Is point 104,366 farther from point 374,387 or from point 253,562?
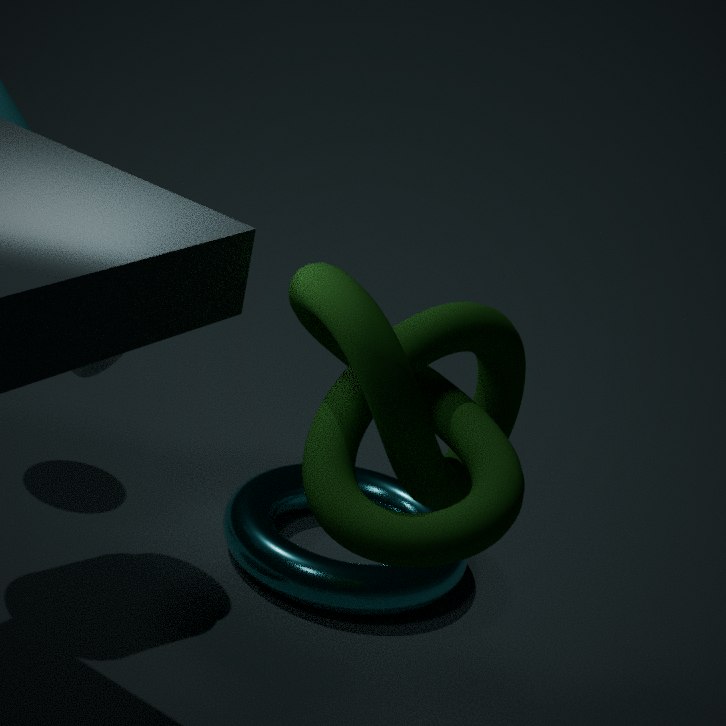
point 374,387
